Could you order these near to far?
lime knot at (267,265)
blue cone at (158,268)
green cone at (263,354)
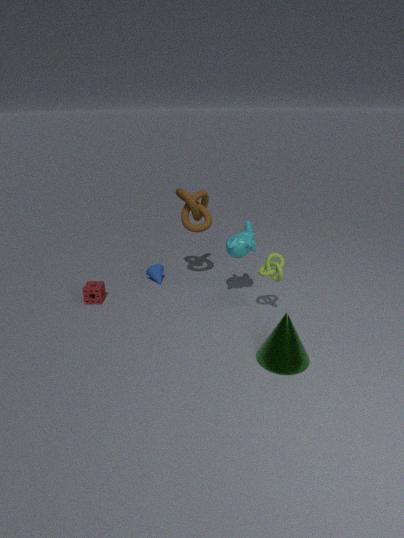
green cone at (263,354) → lime knot at (267,265) → blue cone at (158,268)
